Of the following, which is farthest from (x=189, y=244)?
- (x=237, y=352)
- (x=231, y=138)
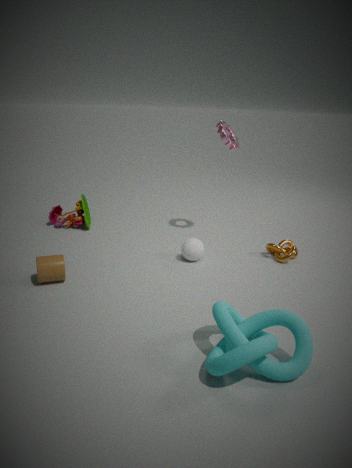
(x=237, y=352)
